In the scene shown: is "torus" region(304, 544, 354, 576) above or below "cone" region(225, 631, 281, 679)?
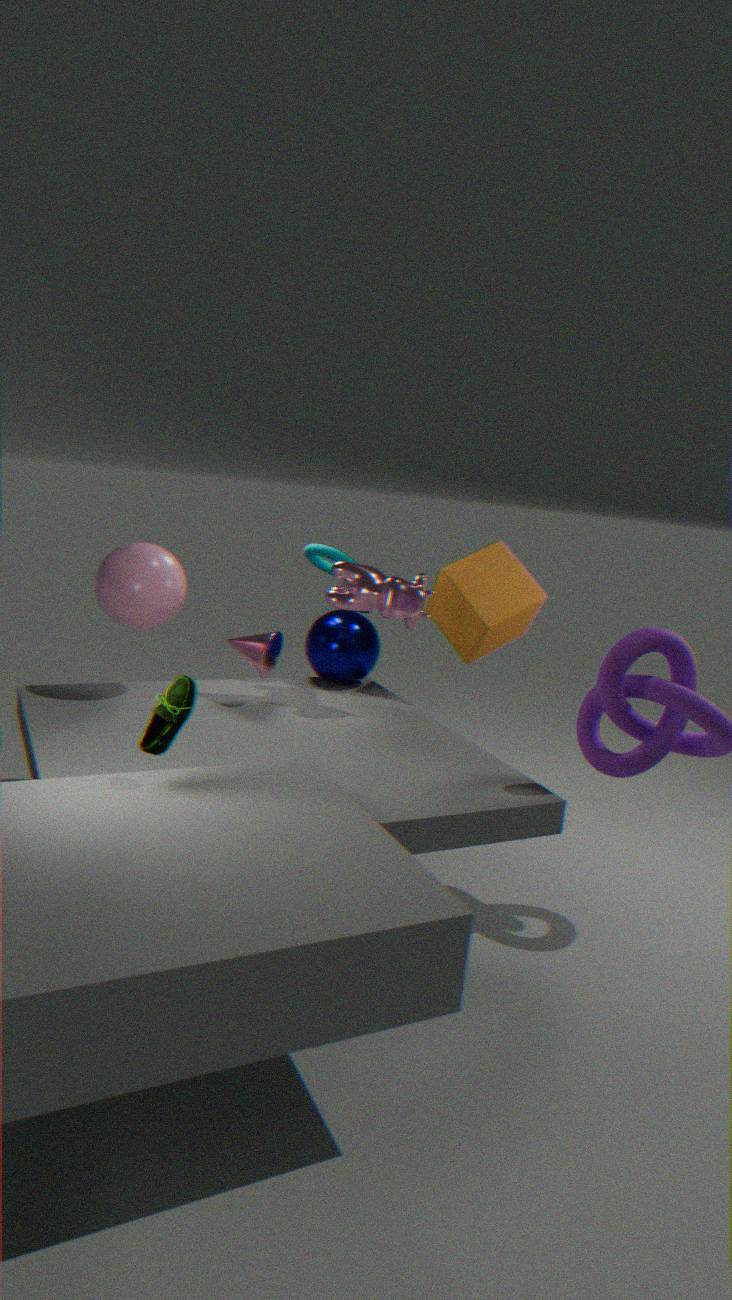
above
